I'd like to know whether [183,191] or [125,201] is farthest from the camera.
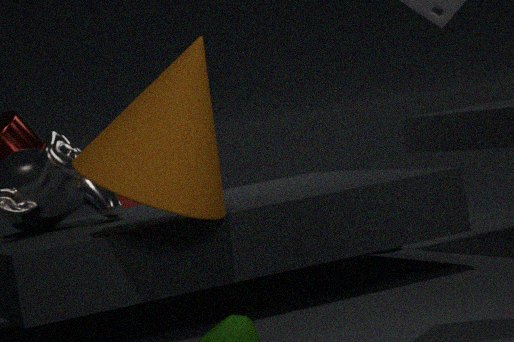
[125,201]
